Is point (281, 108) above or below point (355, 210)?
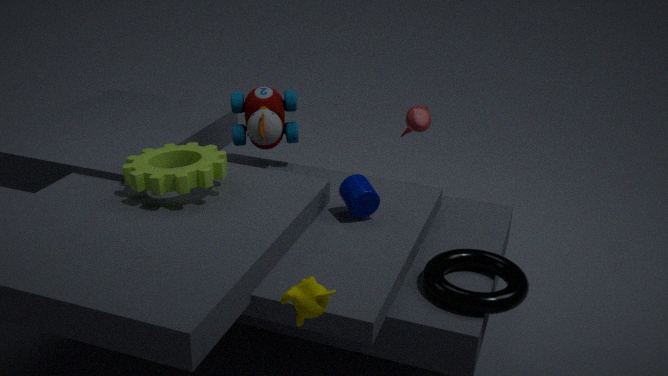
above
